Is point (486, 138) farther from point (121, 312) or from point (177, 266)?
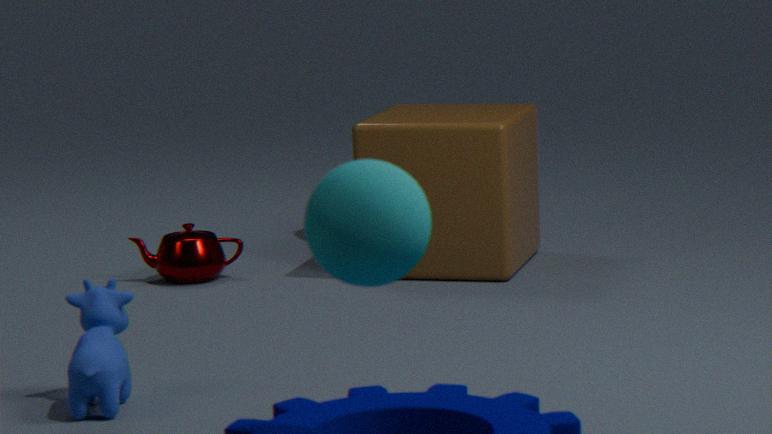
point (121, 312)
